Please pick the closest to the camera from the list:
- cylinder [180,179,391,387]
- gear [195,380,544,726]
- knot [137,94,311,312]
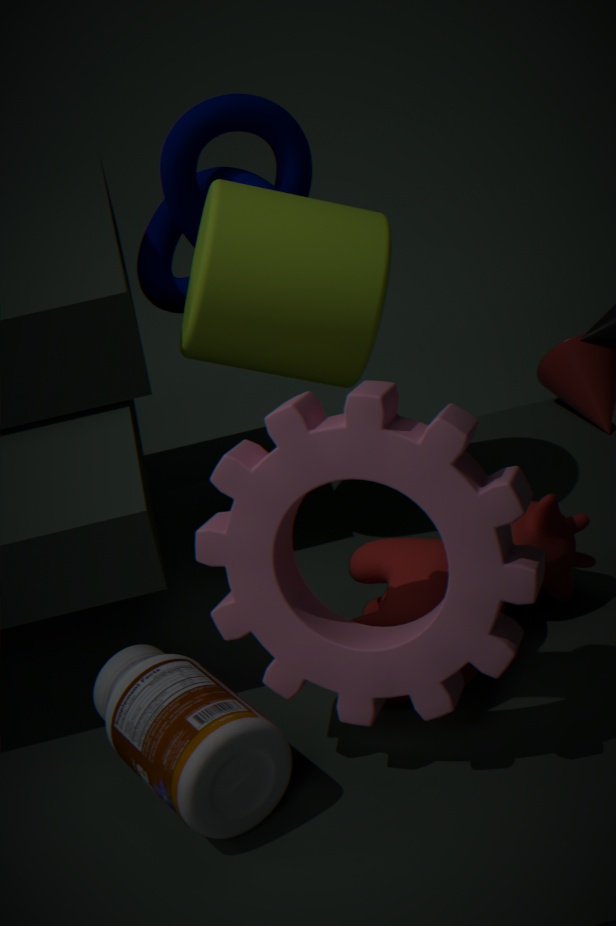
gear [195,380,544,726]
